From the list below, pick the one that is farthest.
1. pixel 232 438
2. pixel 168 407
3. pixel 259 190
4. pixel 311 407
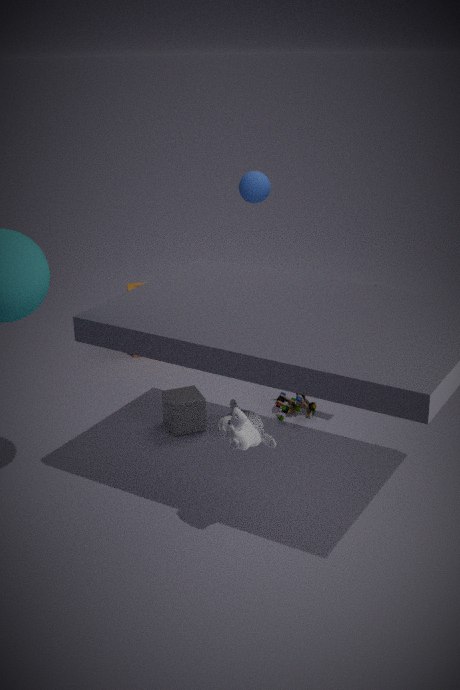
pixel 259 190
